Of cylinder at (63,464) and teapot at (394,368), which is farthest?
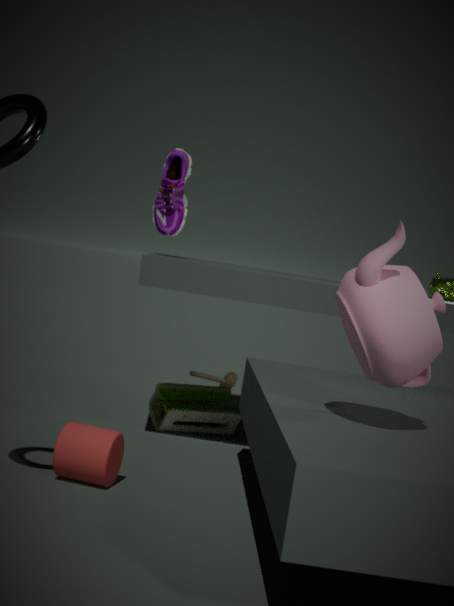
cylinder at (63,464)
